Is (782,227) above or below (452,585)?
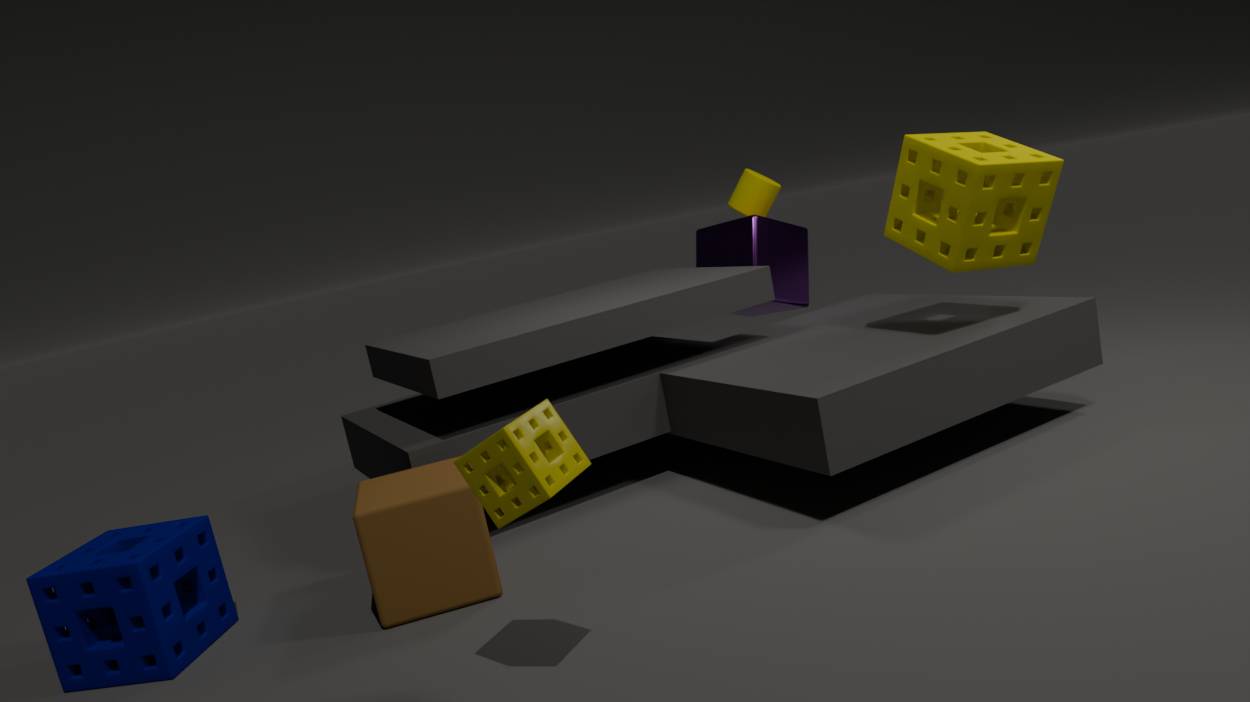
above
